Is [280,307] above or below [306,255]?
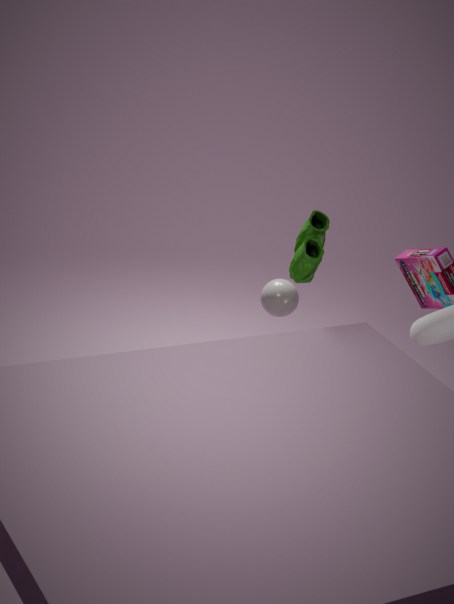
below
